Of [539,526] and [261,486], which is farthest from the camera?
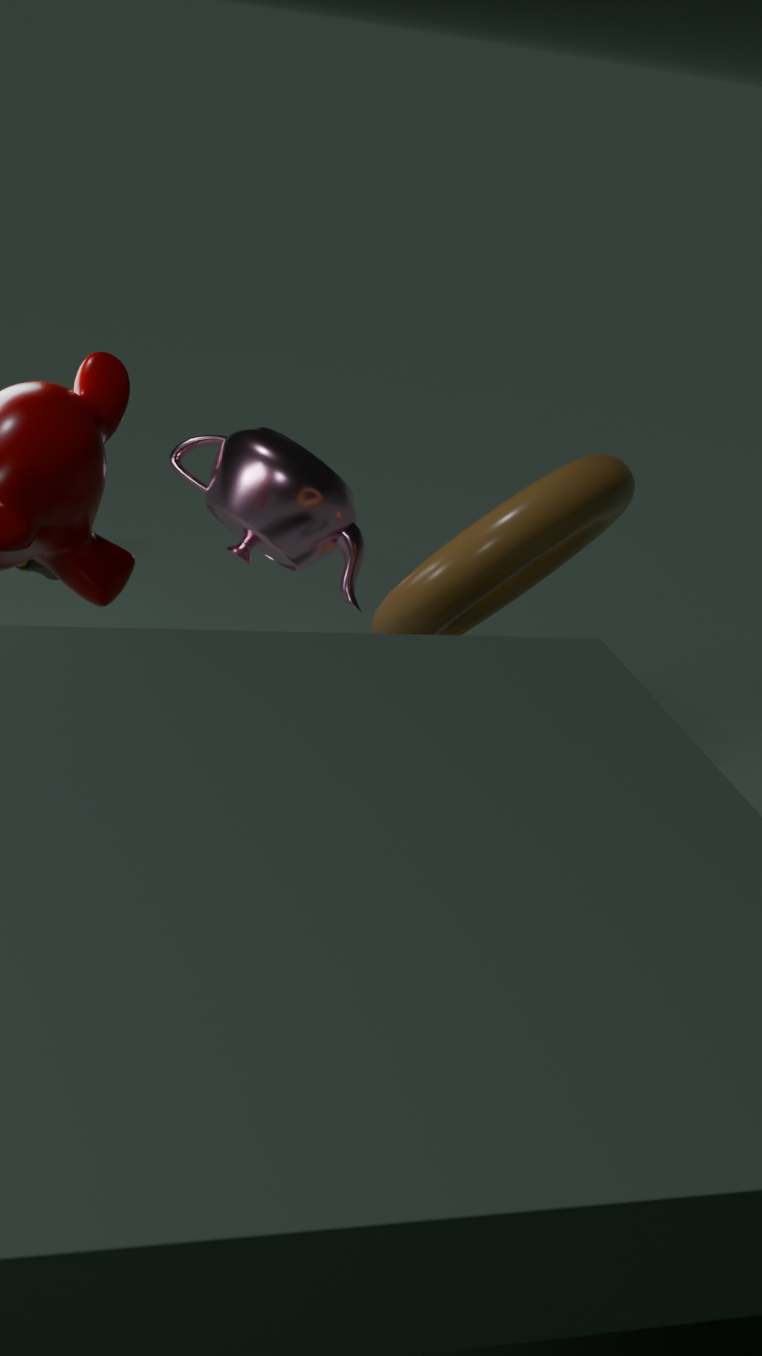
[261,486]
